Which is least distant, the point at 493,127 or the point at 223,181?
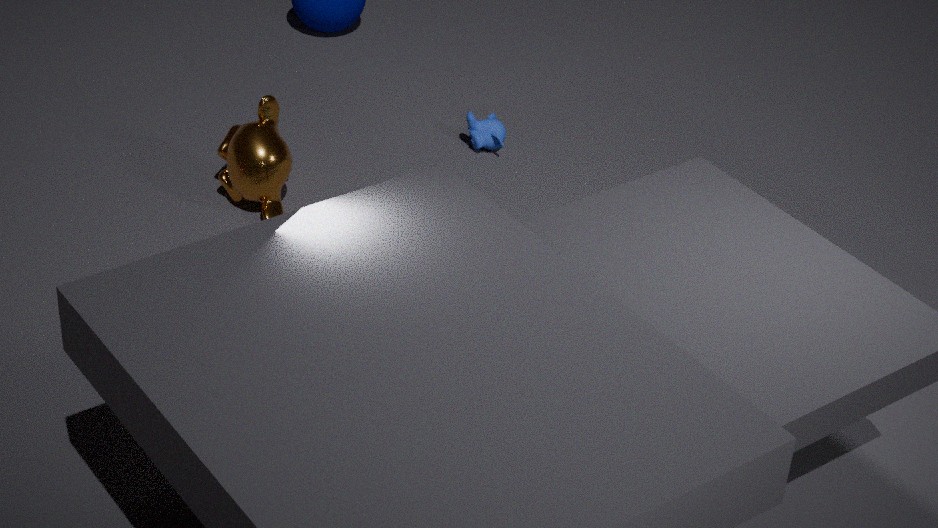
the point at 223,181
